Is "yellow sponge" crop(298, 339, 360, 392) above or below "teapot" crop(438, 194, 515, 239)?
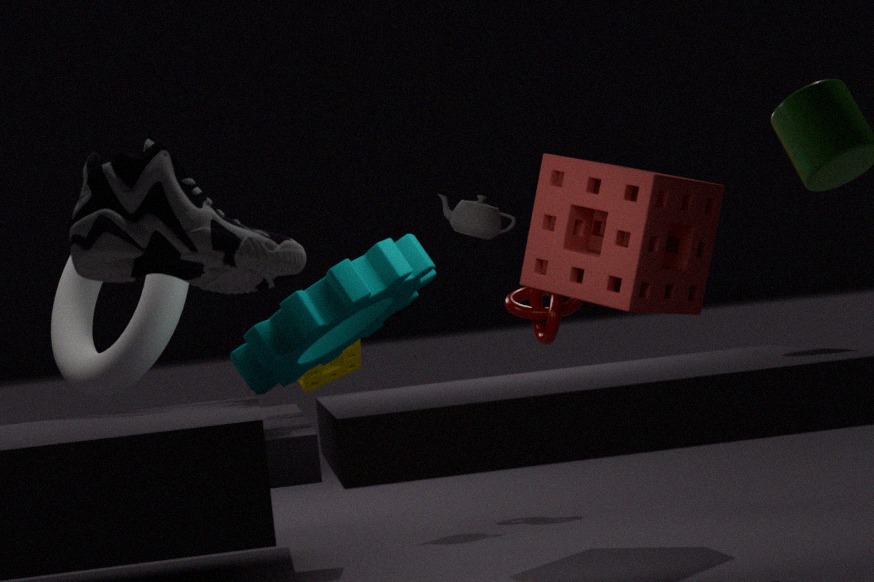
below
